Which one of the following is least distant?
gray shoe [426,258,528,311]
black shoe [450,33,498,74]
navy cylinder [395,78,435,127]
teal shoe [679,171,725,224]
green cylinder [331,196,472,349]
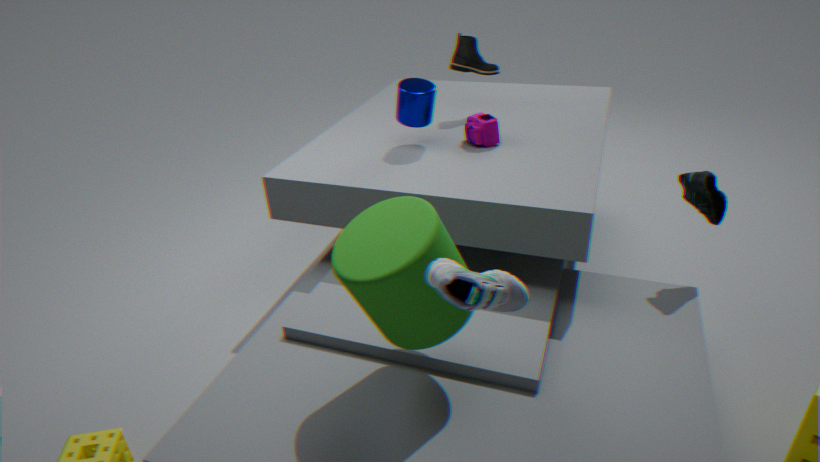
gray shoe [426,258,528,311]
